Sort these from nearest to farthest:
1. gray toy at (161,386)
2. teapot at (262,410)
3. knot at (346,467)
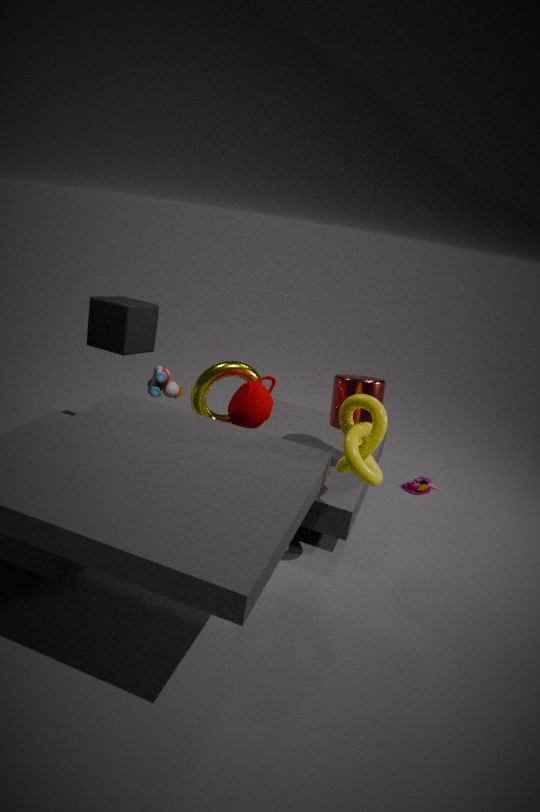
knot at (346,467) → teapot at (262,410) → gray toy at (161,386)
